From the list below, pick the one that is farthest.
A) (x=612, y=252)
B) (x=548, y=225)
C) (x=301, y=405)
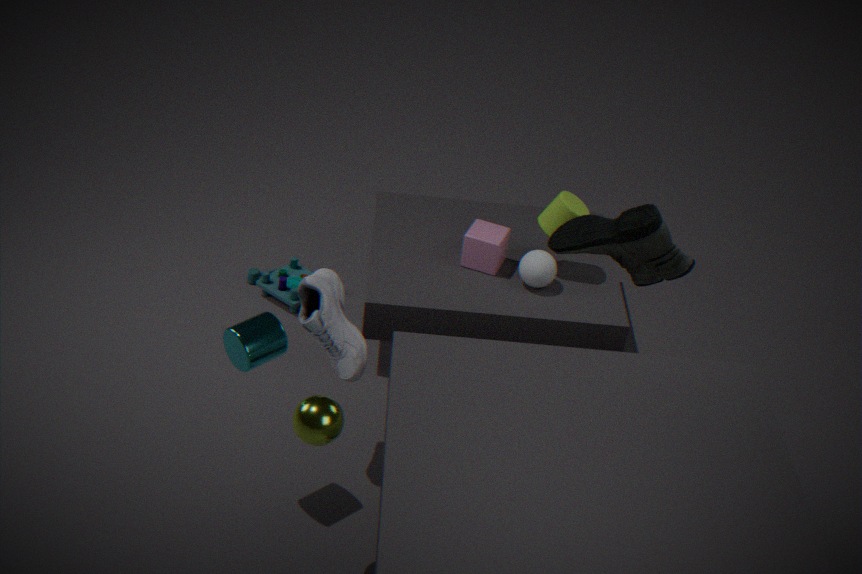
(x=548, y=225)
